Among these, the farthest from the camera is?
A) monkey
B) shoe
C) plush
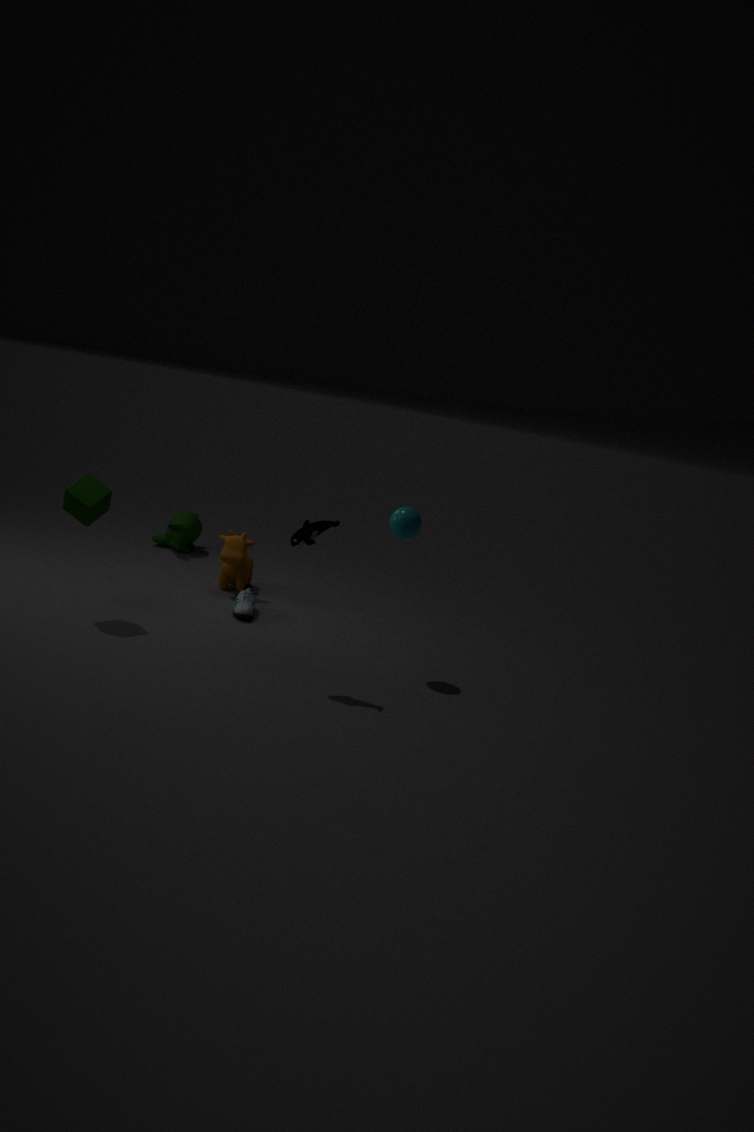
monkey
